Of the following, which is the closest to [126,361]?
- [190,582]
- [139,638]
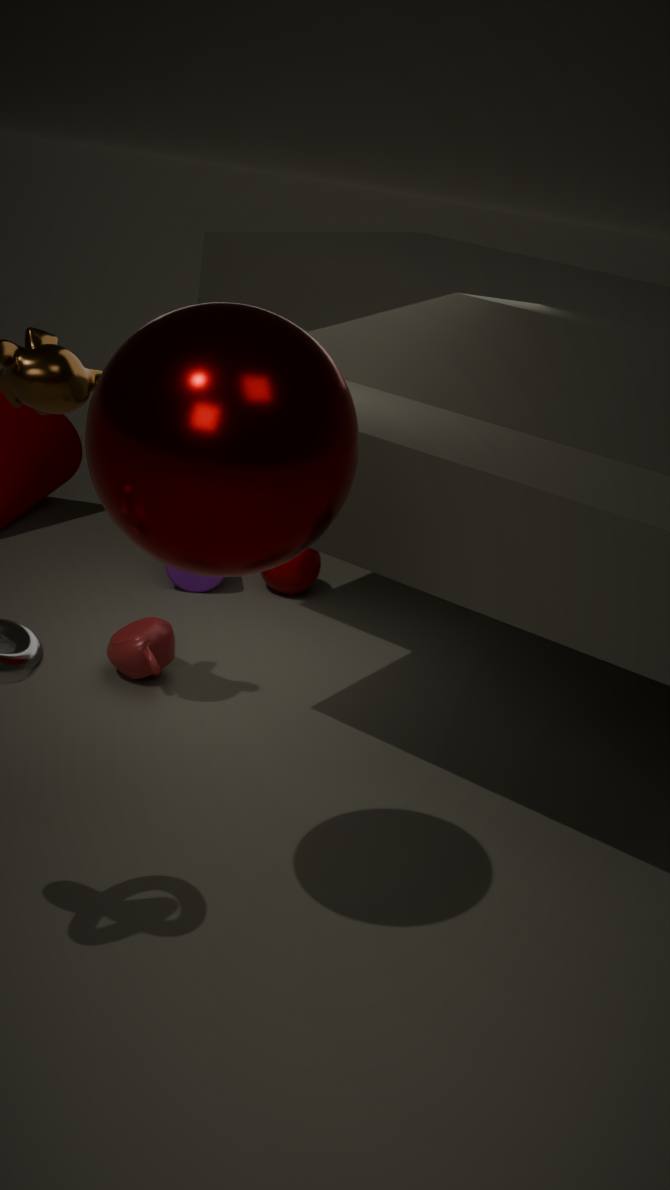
[139,638]
